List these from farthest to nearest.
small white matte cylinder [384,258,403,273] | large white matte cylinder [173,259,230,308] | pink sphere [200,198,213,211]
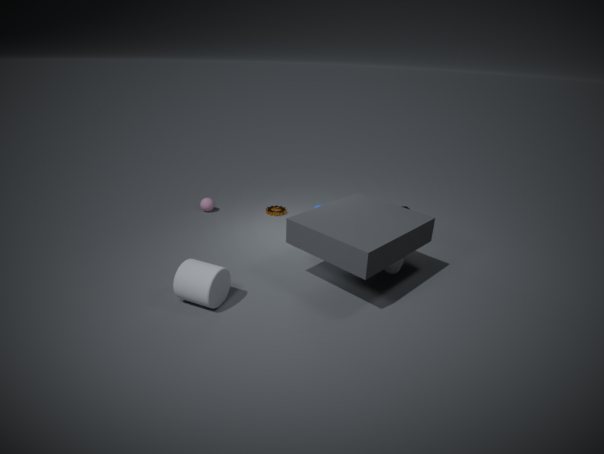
pink sphere [200,198,213,211] → small white matte cylinder [384,258,403,273] → large white matte cylinder [173,259,230,308]
